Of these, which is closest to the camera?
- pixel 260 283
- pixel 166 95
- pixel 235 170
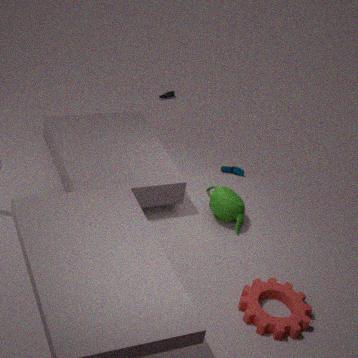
pixel 260 283
